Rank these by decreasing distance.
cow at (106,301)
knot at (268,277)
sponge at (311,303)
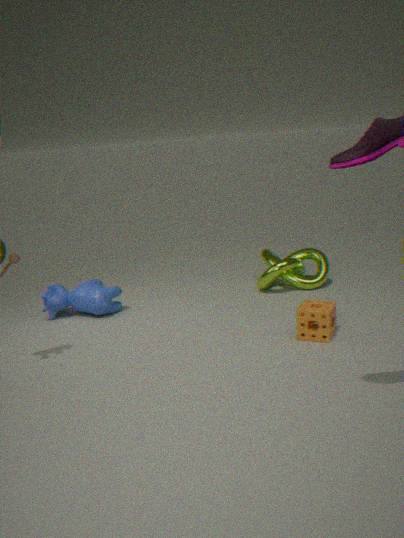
knot at (268,277)
cow at (106,301)
sponge at (311,303)
